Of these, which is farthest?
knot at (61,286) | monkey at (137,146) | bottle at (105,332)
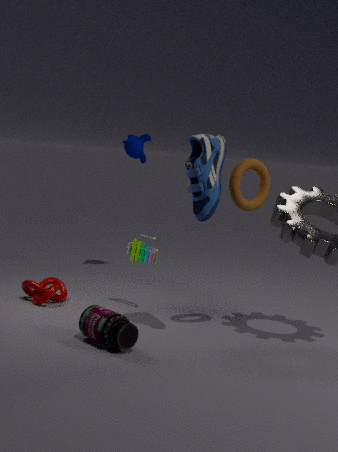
monkey at (137,146)
